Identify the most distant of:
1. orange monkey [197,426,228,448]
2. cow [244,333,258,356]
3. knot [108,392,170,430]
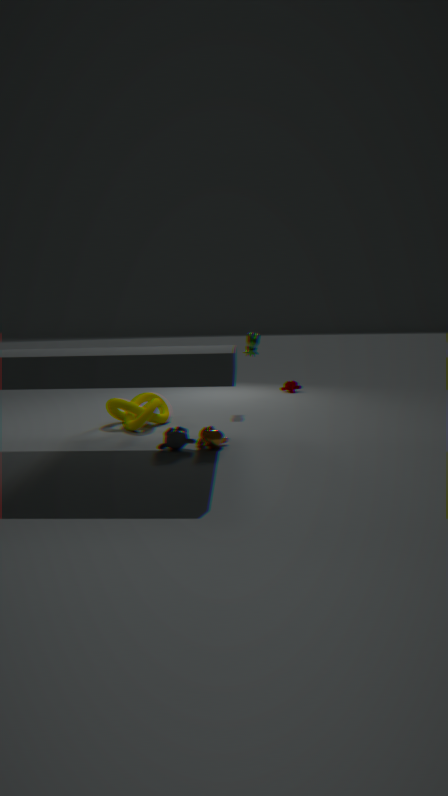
cow [244,333,258,356]
